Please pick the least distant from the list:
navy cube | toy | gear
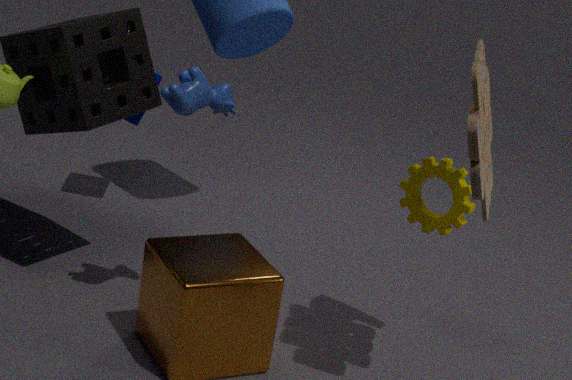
toy
